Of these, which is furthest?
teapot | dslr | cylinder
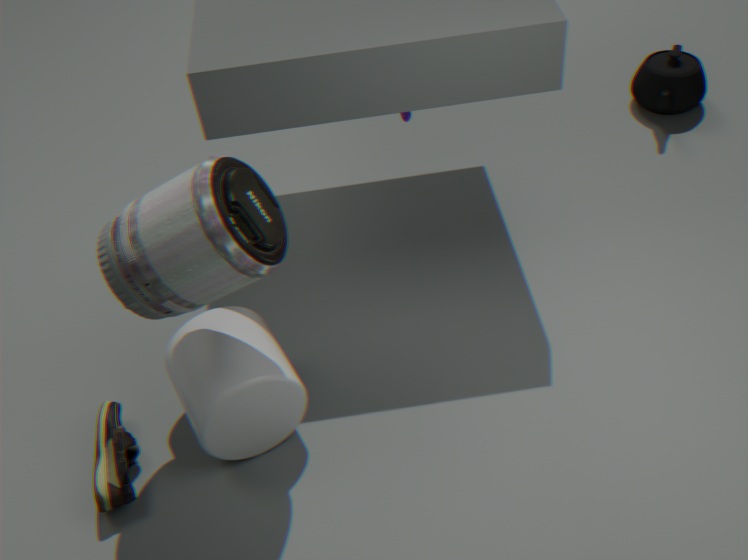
teapot
